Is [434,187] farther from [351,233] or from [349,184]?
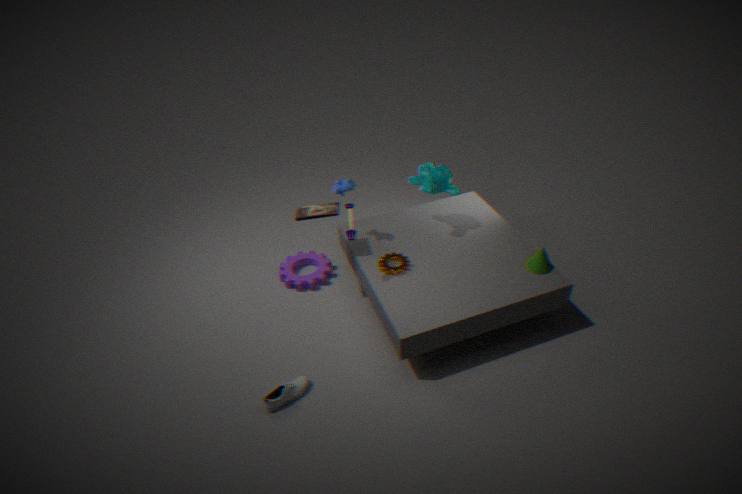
[351,233]
